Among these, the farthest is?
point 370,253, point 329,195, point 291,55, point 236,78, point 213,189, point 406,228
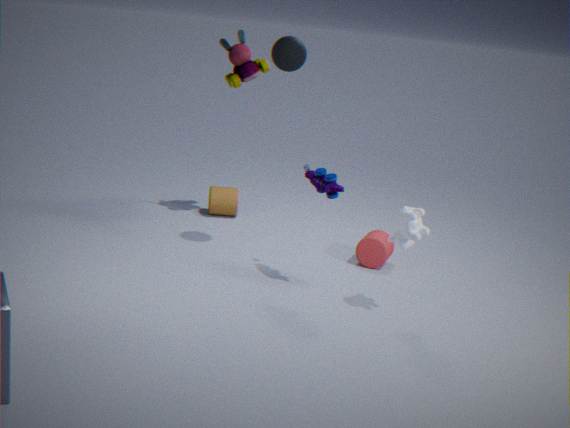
point 213,189
